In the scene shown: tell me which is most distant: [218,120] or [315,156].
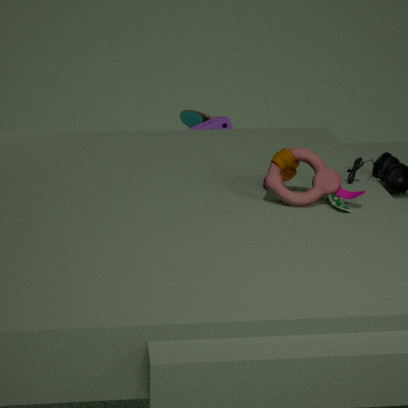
[218,120]
